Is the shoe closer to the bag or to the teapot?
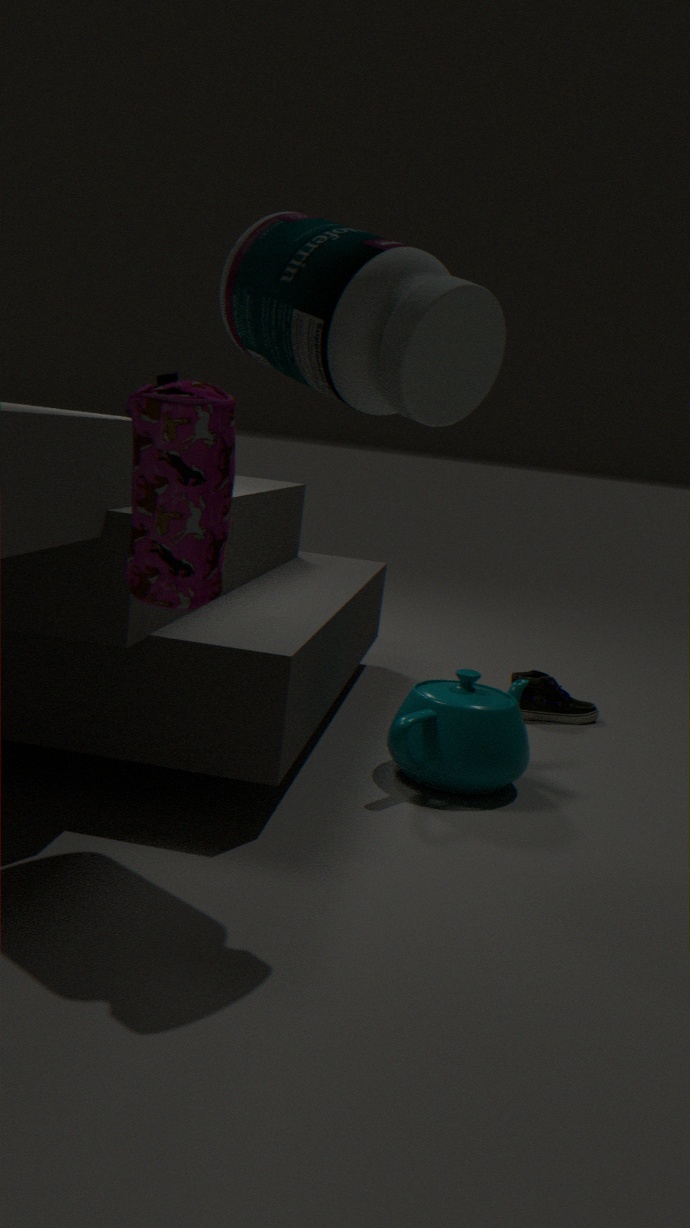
the teapot
